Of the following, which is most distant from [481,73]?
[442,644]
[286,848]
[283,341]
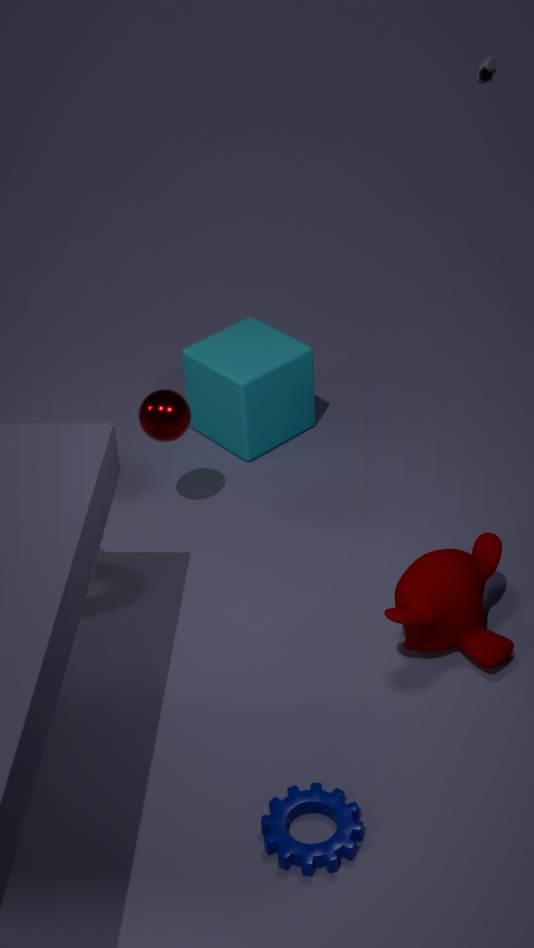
[286,848]
